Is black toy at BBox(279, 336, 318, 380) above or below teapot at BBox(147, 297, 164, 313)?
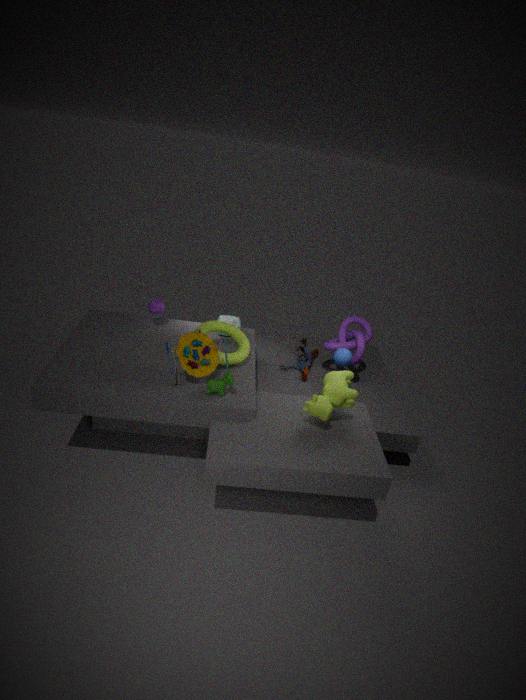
below
